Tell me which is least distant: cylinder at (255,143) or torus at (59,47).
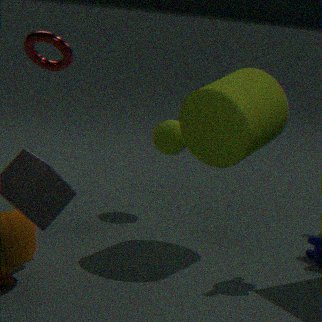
cylinder at (255,143)
